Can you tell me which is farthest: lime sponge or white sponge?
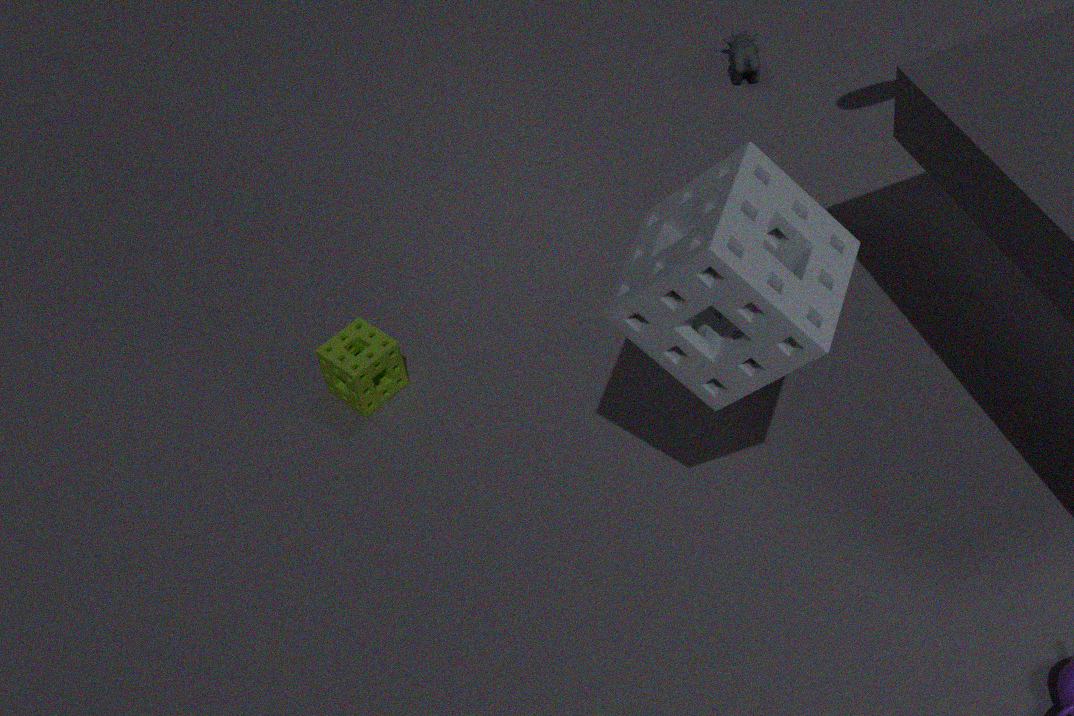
lime sponge
